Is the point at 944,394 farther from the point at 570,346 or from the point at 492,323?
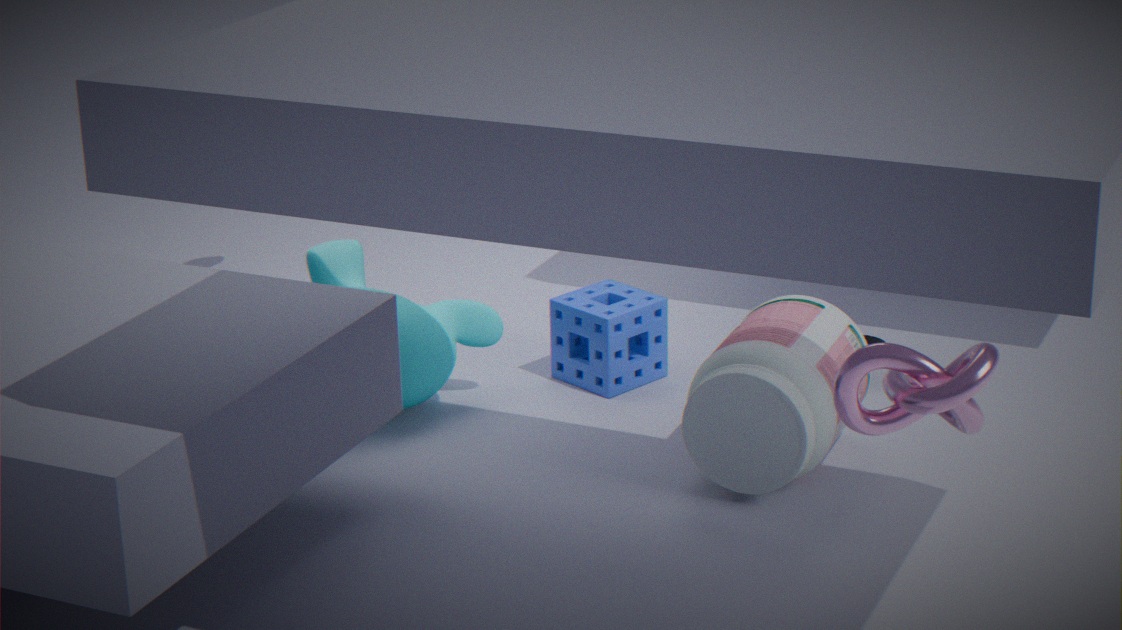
the point at 492,323
